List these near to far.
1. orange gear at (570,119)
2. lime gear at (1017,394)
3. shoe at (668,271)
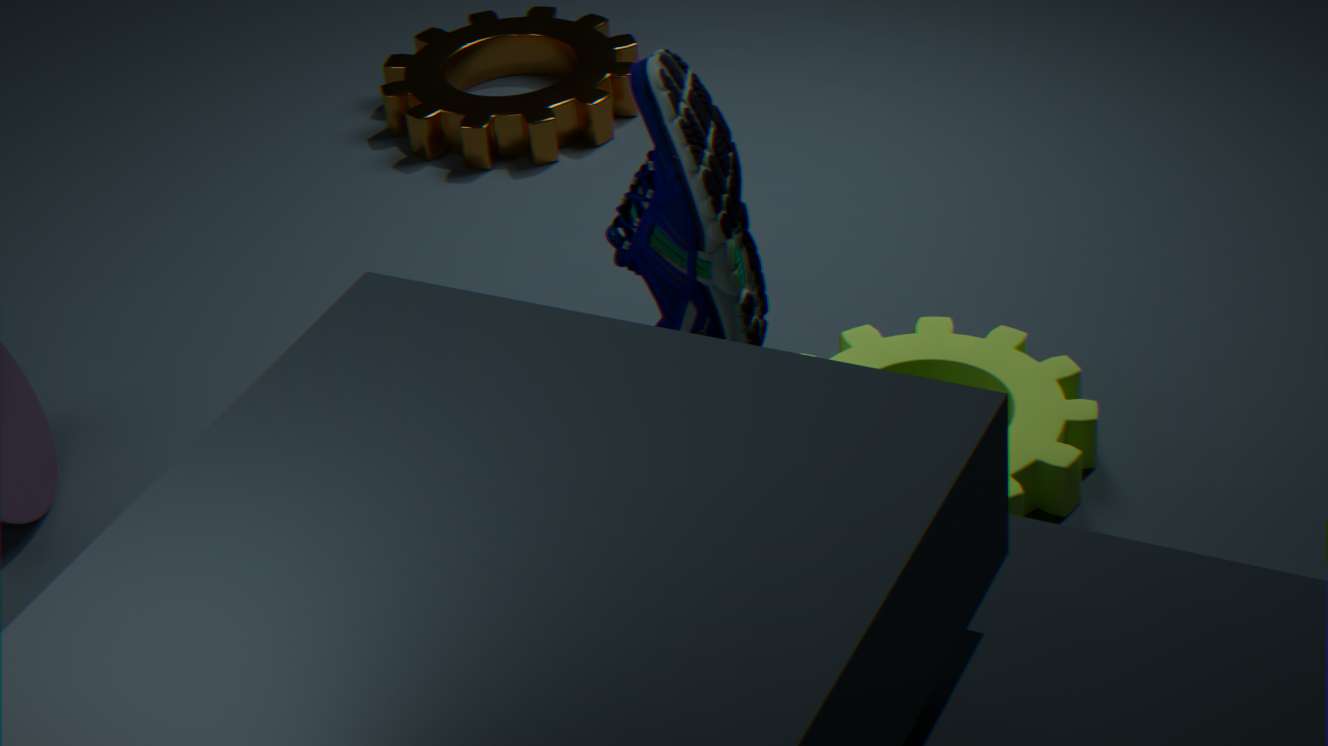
shoe at (668,271) → lime gear at (1017,394) → orange gear at (570,119)
